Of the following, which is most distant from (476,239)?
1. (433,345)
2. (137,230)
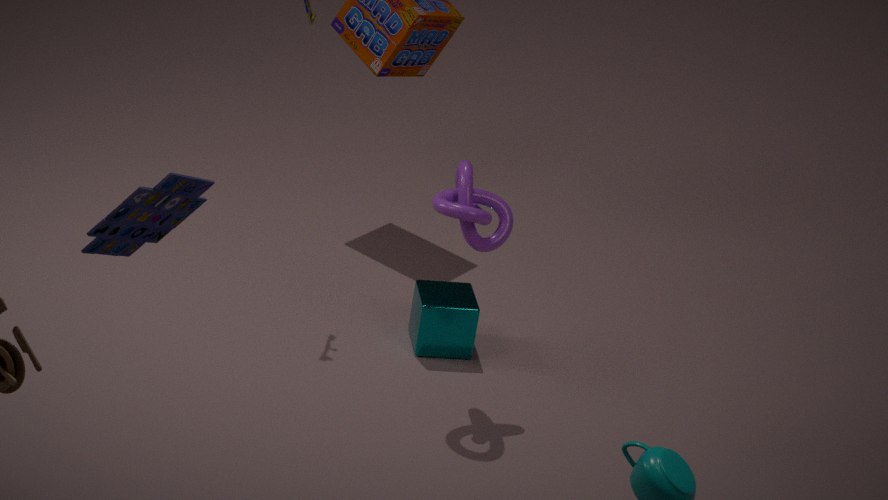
(137,230)
